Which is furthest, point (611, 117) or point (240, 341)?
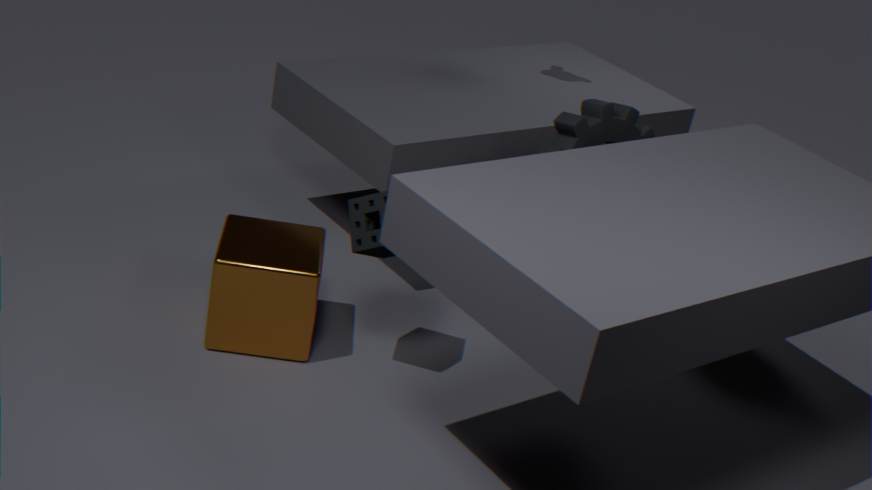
point (240, 341)
